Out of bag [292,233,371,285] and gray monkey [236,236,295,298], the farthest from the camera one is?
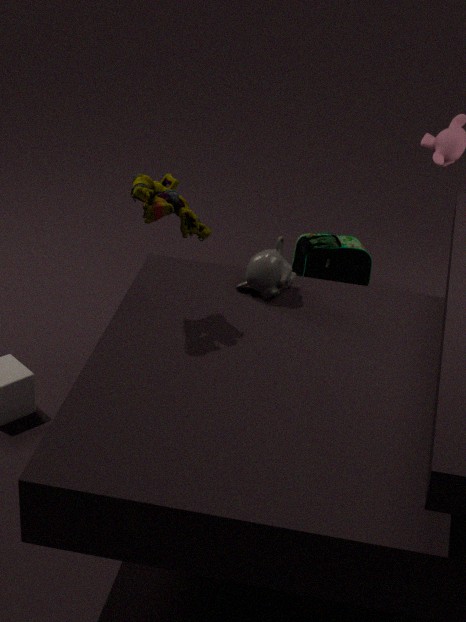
bag [292,233,371,285]
